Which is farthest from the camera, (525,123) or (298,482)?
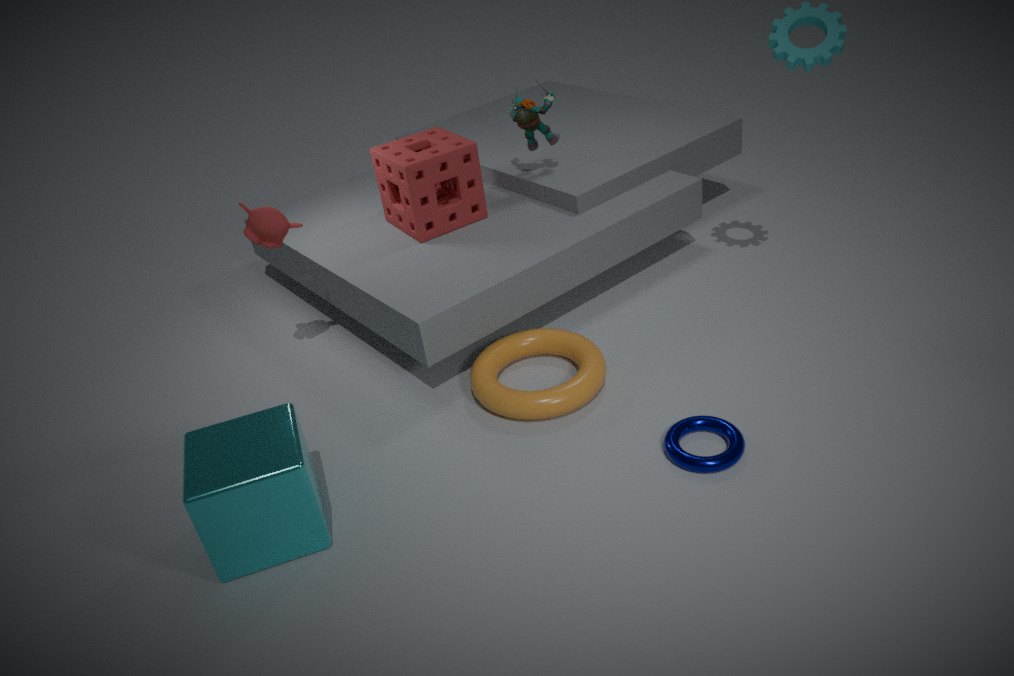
(525,123)
